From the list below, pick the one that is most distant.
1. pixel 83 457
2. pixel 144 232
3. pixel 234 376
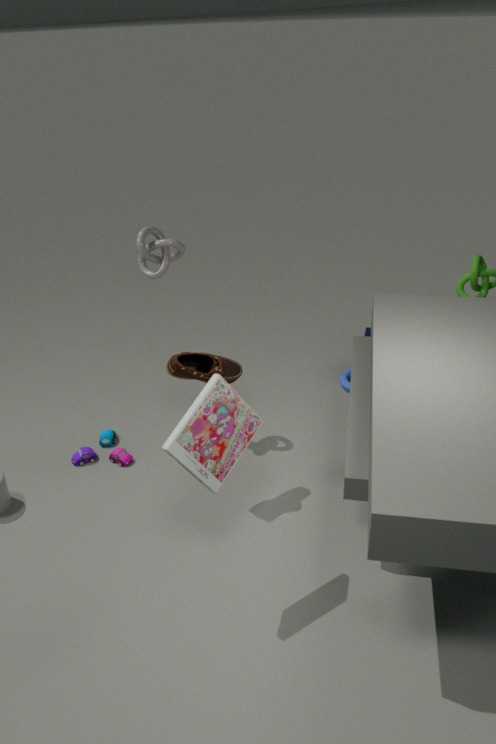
pixel 83 457
